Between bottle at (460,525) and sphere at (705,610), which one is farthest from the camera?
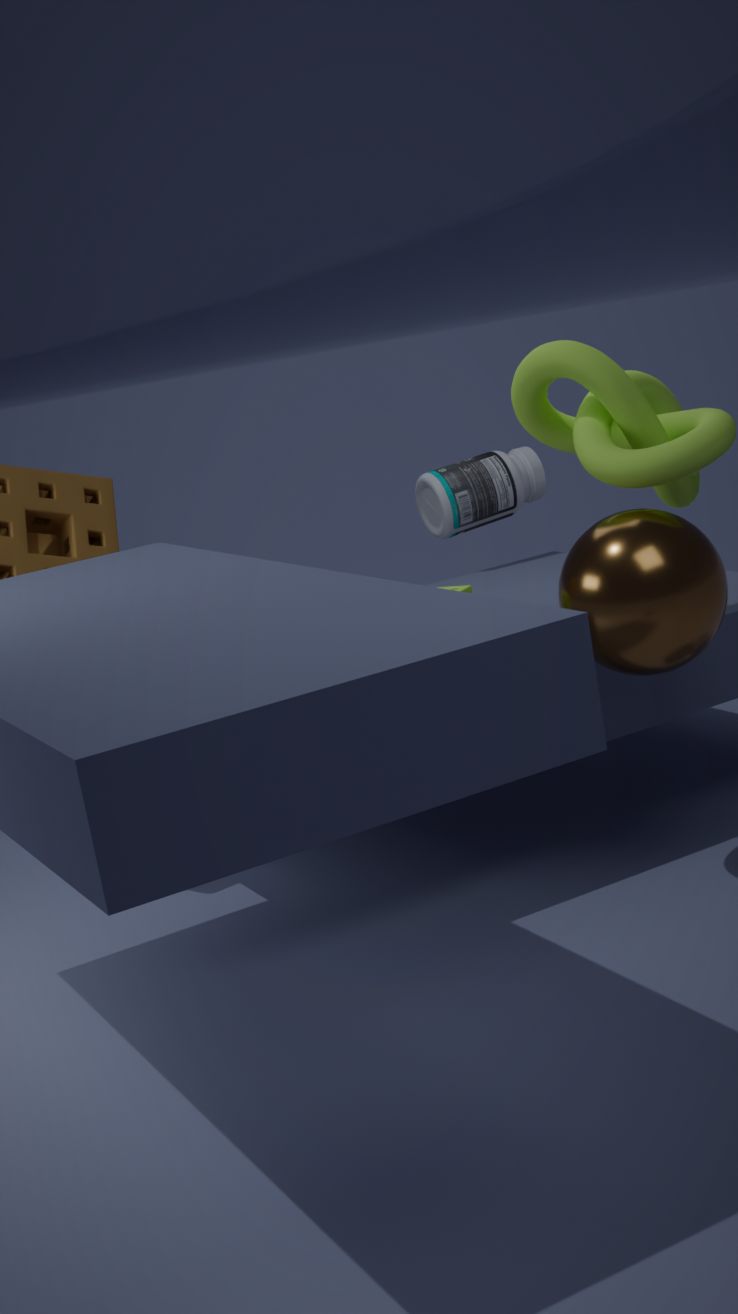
bottle at (460,525)
